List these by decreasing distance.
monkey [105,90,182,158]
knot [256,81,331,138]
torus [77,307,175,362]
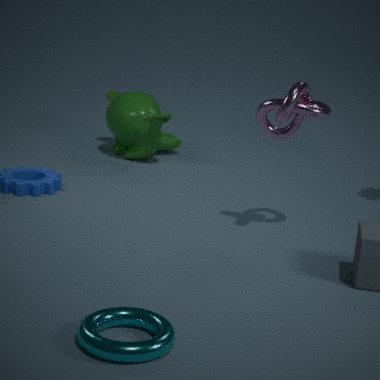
monkey [105,90,182,158]
knot [256,81,331,138]
torus [77,307,175,362]
